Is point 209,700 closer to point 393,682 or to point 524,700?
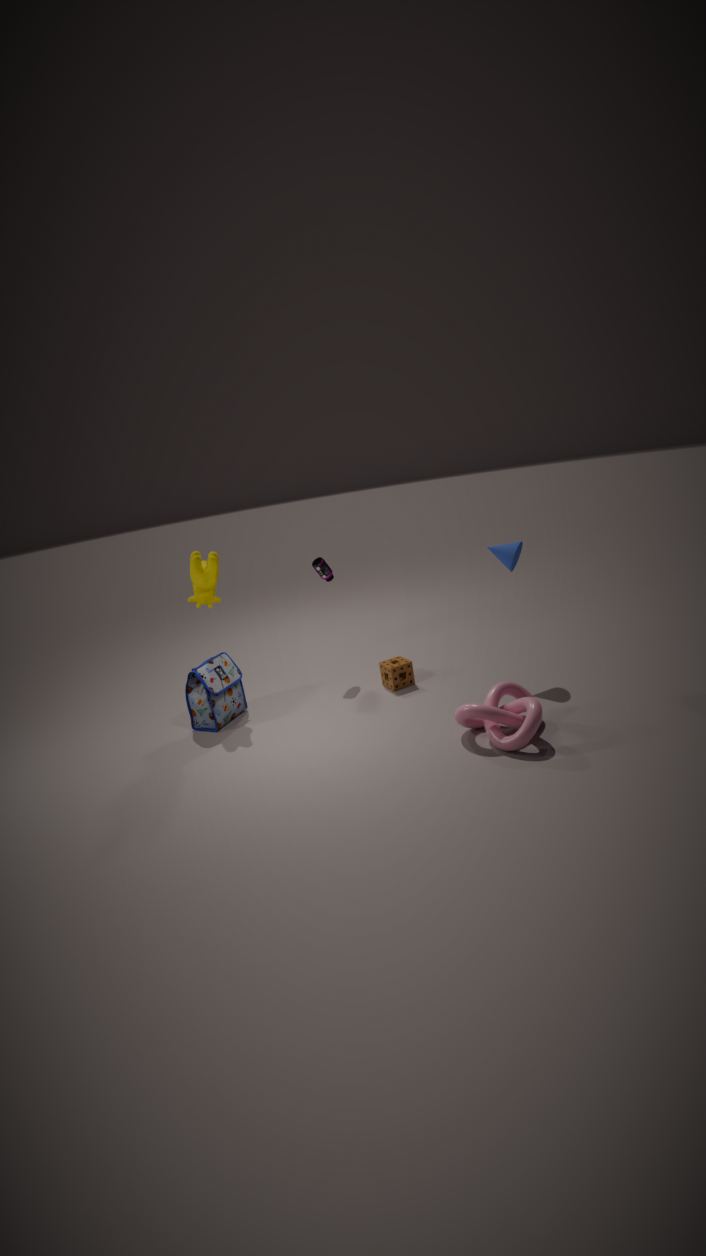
point 393,682
